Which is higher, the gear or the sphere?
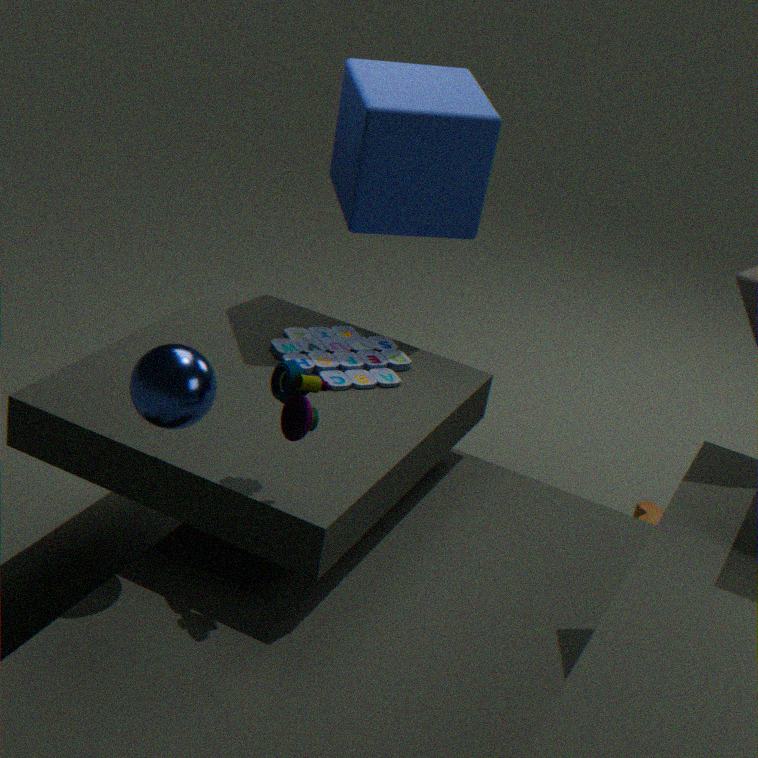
the sphere
